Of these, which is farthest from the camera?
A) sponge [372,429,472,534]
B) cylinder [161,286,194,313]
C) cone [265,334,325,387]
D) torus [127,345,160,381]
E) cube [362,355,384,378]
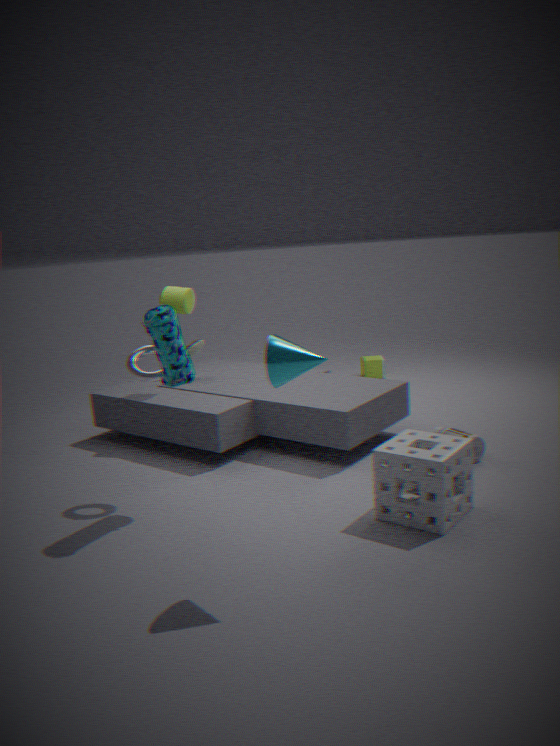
cube [362,355,384,378]
